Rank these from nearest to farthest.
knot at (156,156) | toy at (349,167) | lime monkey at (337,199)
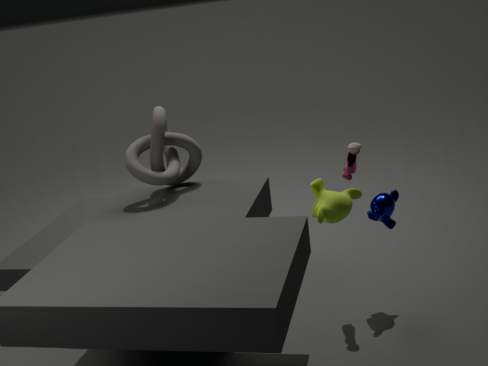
lime monkey at (337,199)
toy at (349,167)
knot at (156,156)
